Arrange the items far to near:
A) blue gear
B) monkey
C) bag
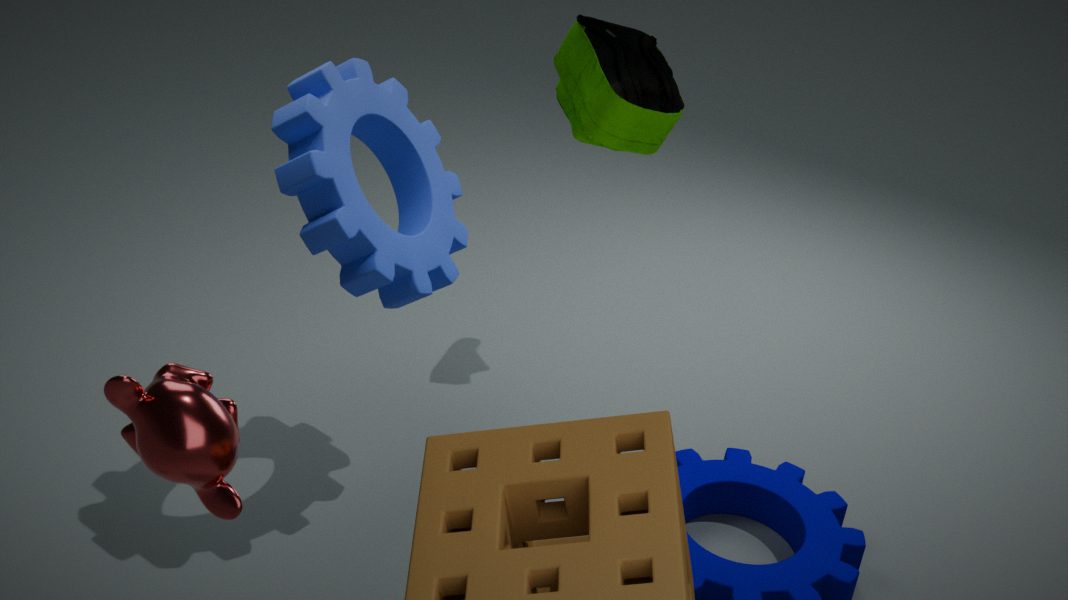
blue gear
bag
monkey
